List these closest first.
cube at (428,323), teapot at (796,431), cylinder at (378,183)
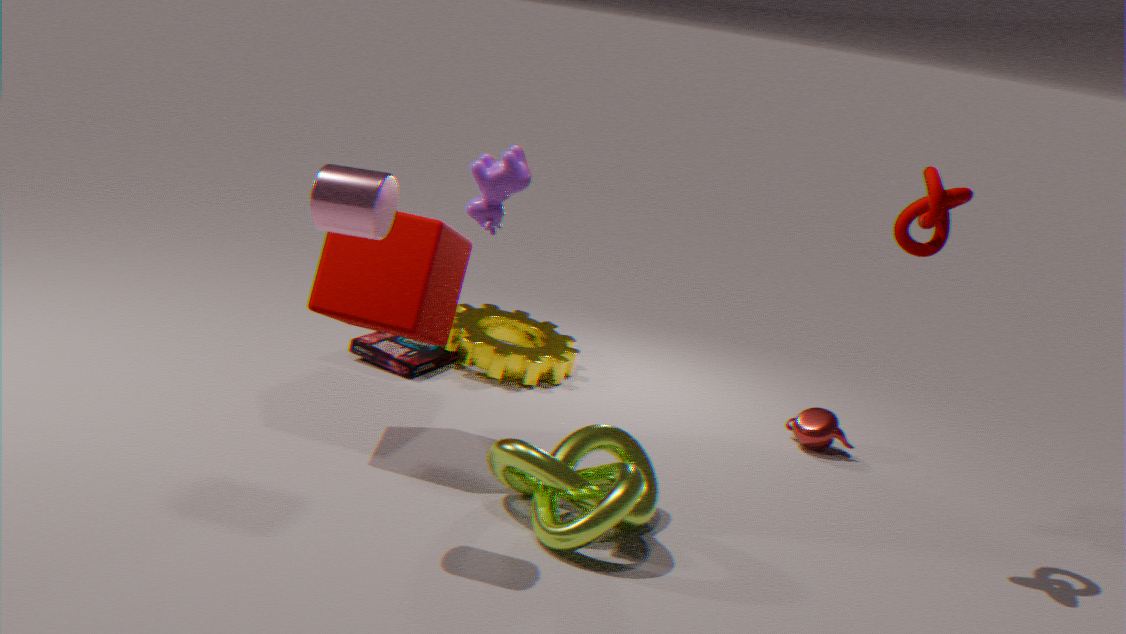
1. cylinder at (378,183)
2. cube at (428,323)
3. teapot at (796,431)
